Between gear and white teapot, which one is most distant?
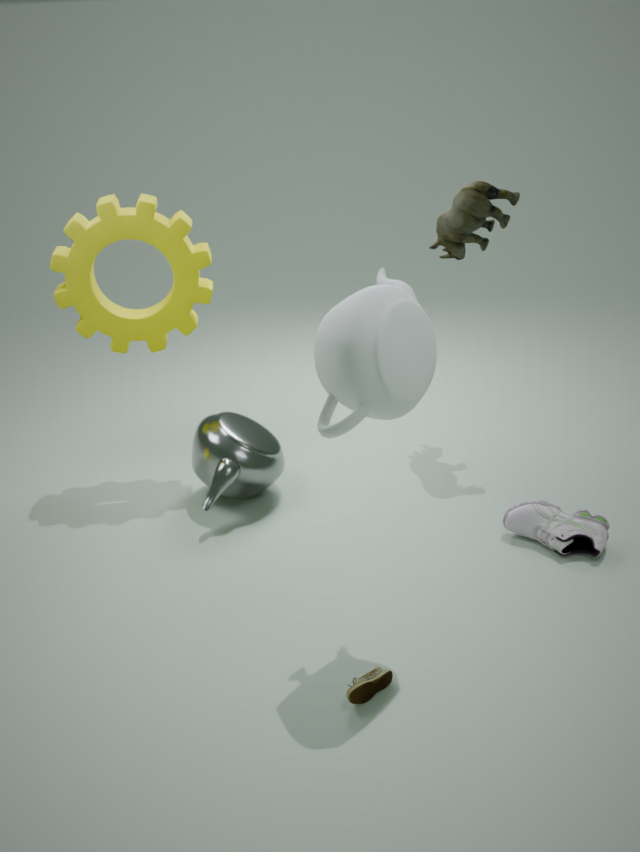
gear
